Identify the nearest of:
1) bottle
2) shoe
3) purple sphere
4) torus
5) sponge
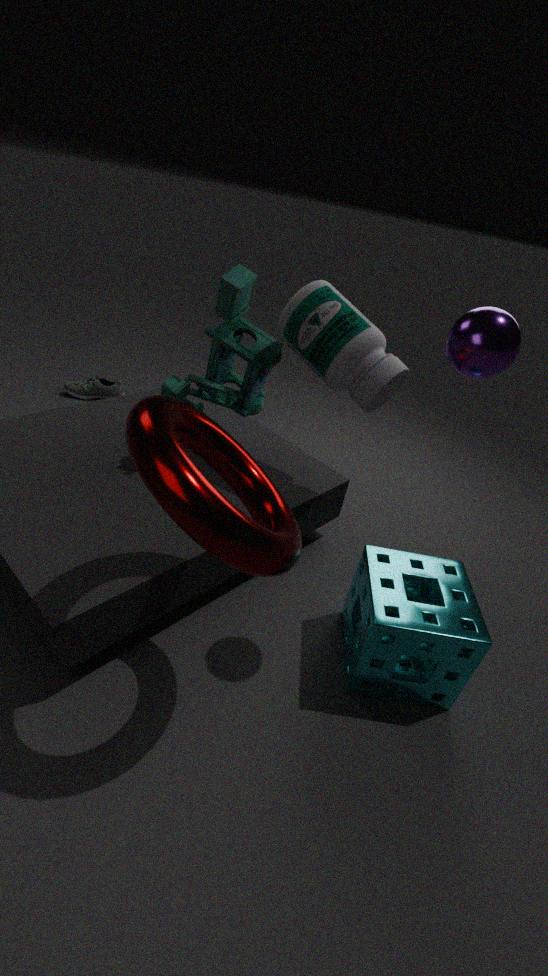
4. torus
